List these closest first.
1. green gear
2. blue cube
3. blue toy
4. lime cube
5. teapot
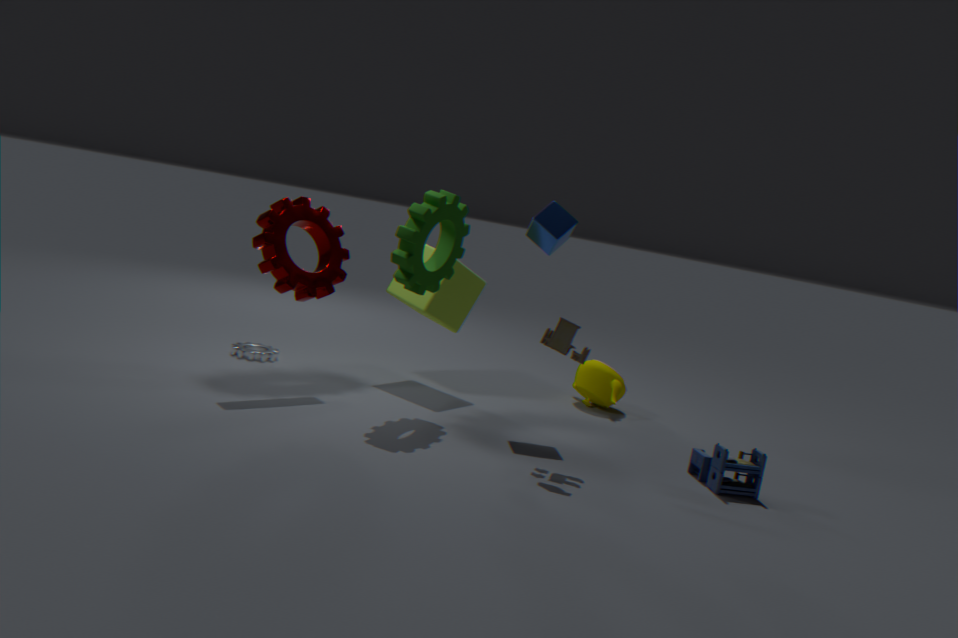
blue toy, green gear, blue cube, lime cube, teapot
